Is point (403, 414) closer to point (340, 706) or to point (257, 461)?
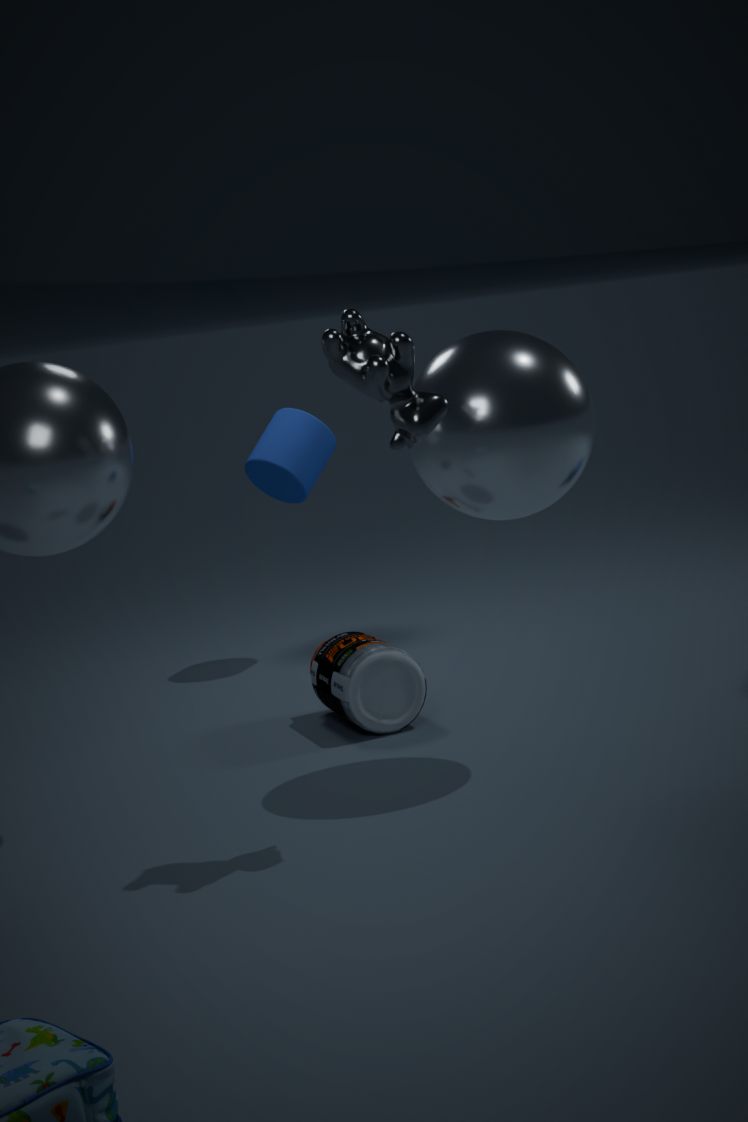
point (340, 706)
